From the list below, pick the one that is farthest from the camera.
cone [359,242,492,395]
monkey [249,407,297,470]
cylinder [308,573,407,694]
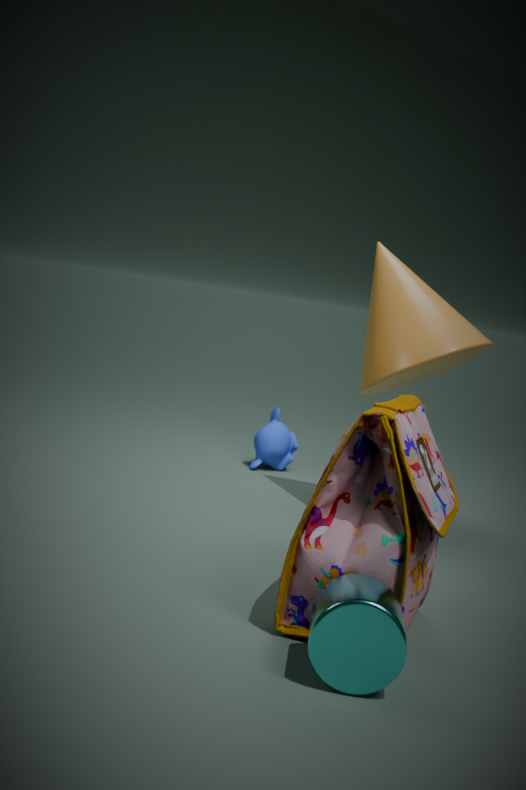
monkey [249,407,297,470]
